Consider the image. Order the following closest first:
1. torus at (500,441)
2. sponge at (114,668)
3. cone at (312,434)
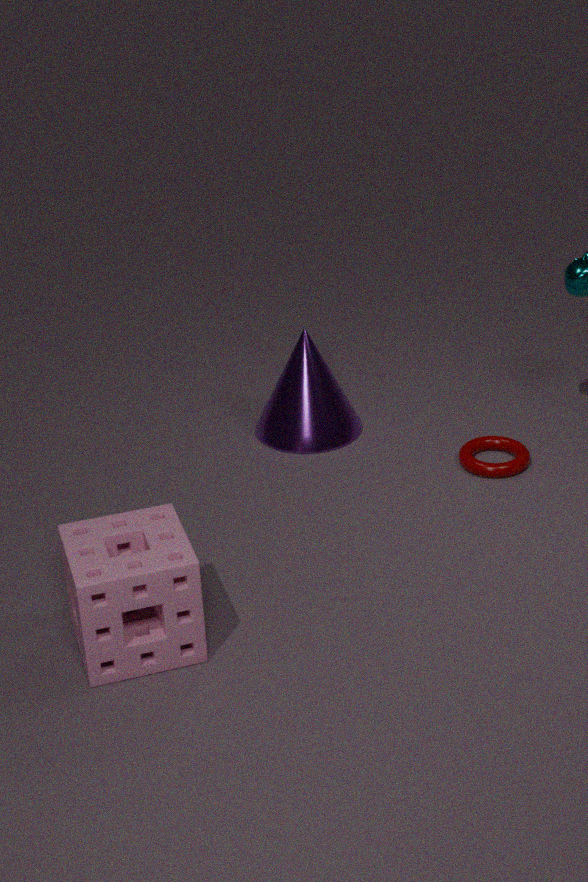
sponge at (114,668), torus at (500,441), cone at (312,434)
